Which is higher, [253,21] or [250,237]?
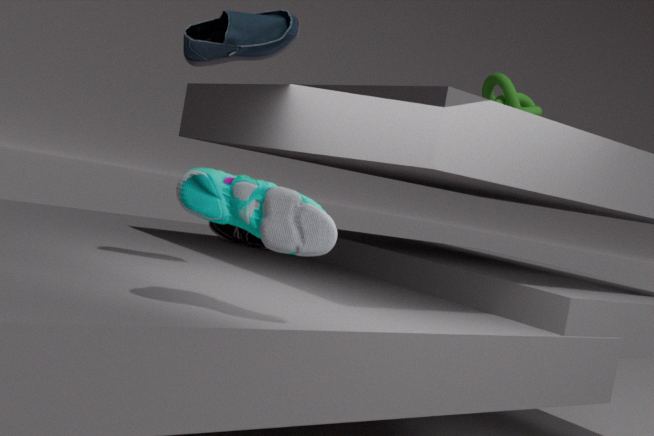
[253,21]
